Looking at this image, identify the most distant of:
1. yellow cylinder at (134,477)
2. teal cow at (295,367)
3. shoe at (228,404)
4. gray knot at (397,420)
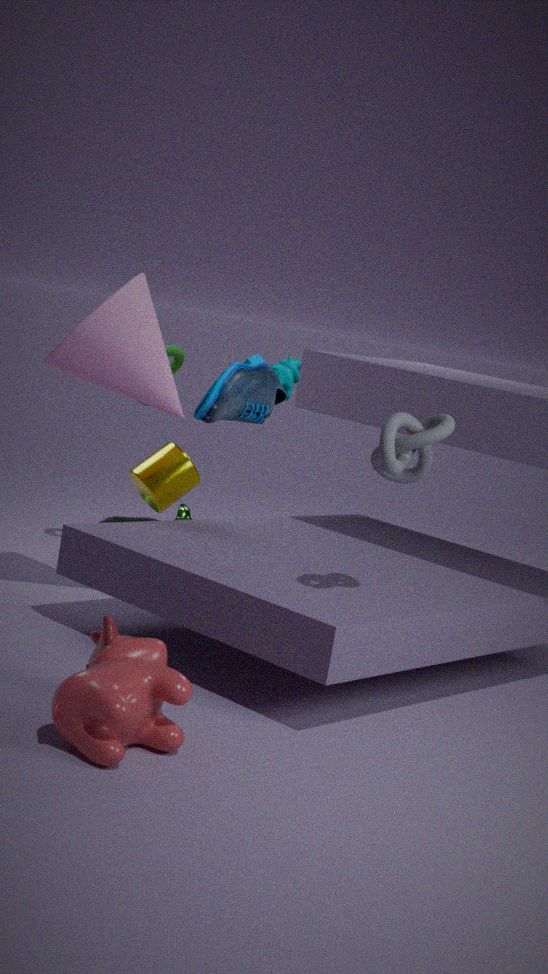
teal cow at (295,367)
